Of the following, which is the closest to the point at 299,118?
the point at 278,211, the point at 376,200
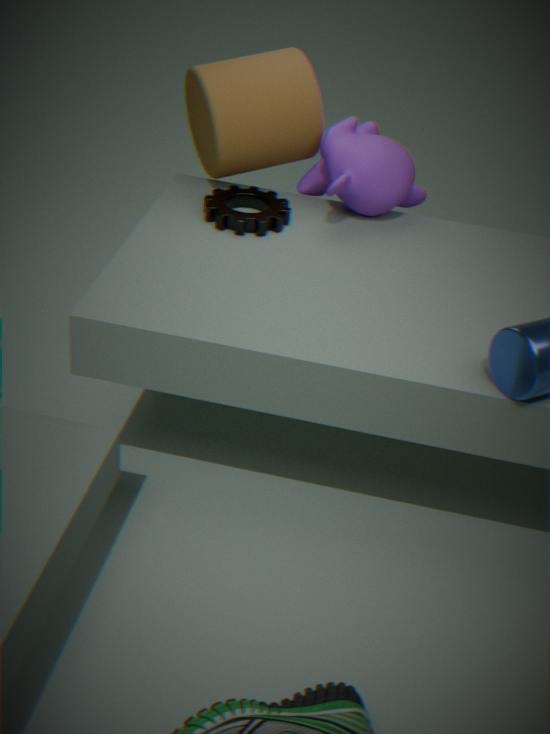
the point at 278,211
